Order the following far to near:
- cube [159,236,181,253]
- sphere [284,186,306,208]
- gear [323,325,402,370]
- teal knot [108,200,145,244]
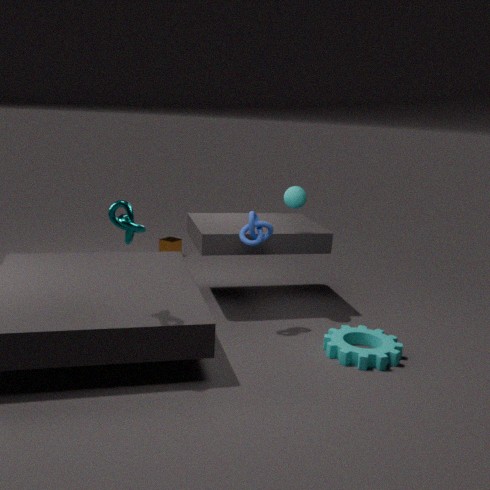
cube [159,236,181,253]
sphere [284,186,306,208]
gear [323,325,402,370]
teal knot [108,200,145,244]
